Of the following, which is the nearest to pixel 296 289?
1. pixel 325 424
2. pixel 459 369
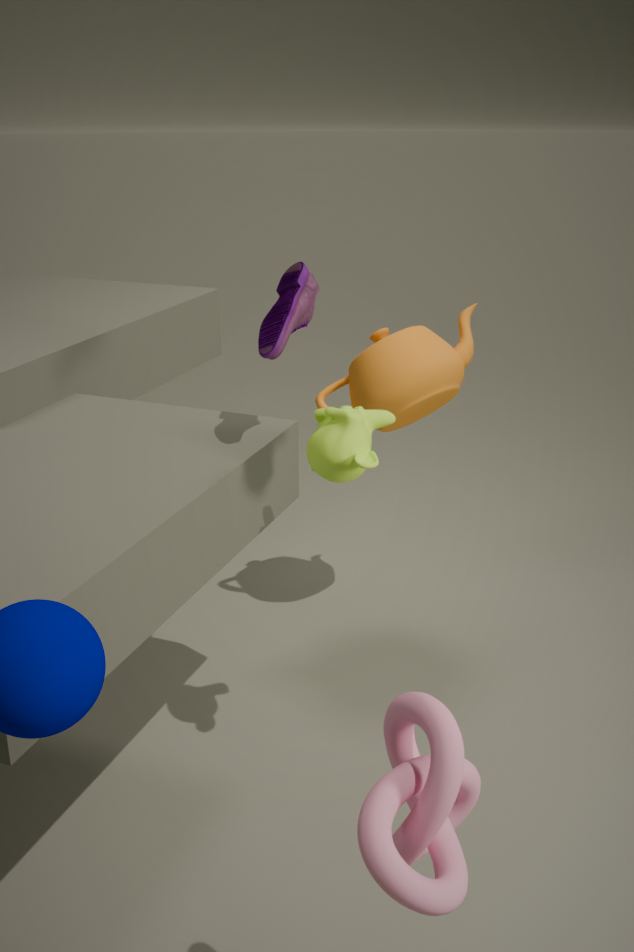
pixel 325 424
